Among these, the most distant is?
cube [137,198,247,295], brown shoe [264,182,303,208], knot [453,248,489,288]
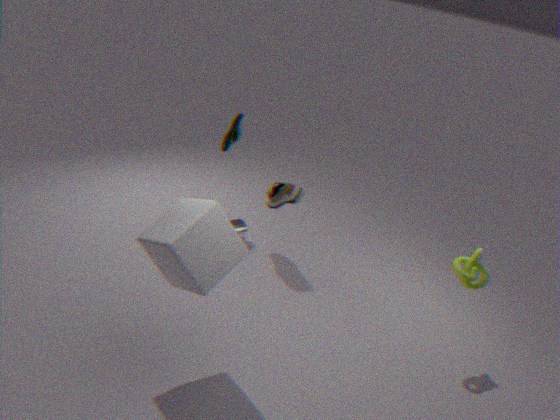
brown shoe [264,182,303,208]
